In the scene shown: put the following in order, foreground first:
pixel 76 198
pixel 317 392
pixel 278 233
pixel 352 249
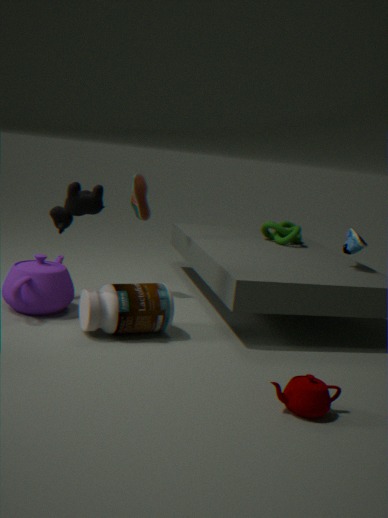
pixel 317 392, pixel 76 198, pixel 352 249, pixel 278 233
